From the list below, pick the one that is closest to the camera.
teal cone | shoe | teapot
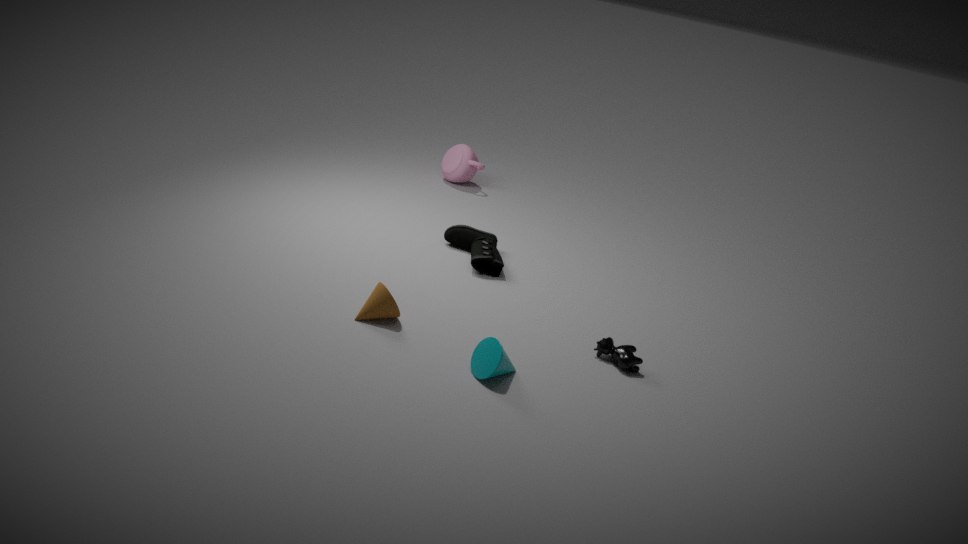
teal cone
